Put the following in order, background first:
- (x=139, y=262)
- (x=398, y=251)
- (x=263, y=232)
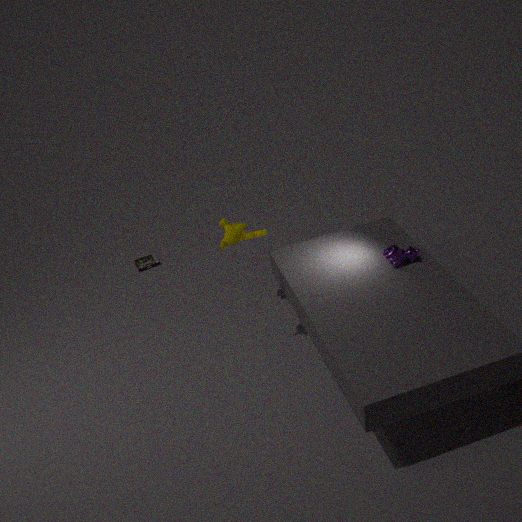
(x=139, y=262) < (x=263, y=232) < (x=398, y=251)
